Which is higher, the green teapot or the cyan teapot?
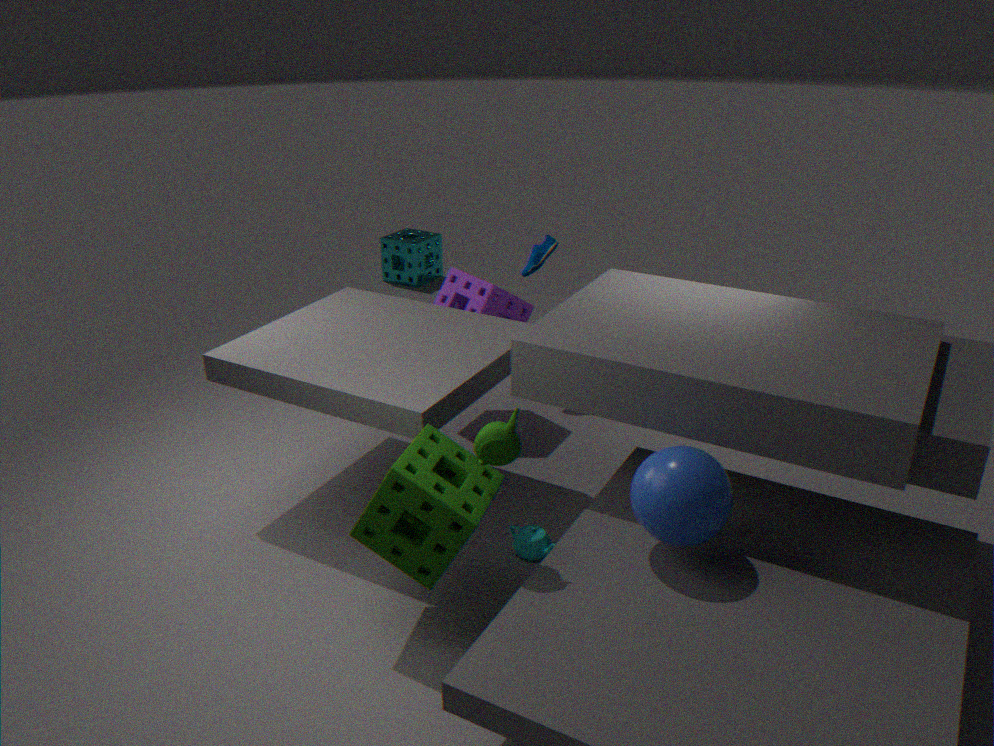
the green teapot
